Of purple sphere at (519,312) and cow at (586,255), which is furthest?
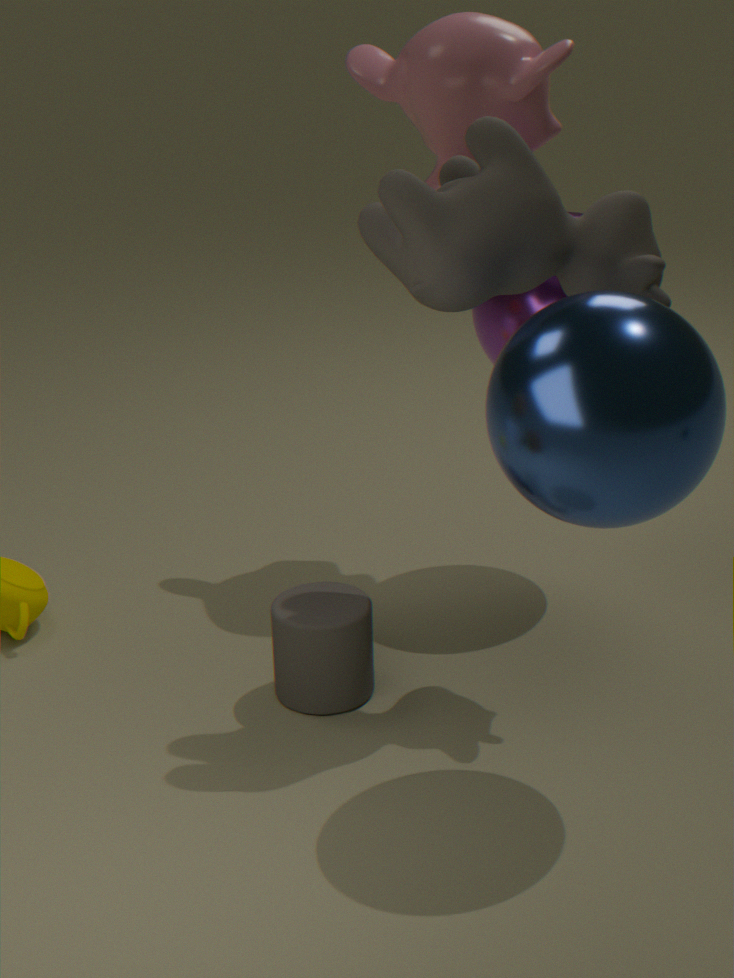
purple sphere at (519,312)
